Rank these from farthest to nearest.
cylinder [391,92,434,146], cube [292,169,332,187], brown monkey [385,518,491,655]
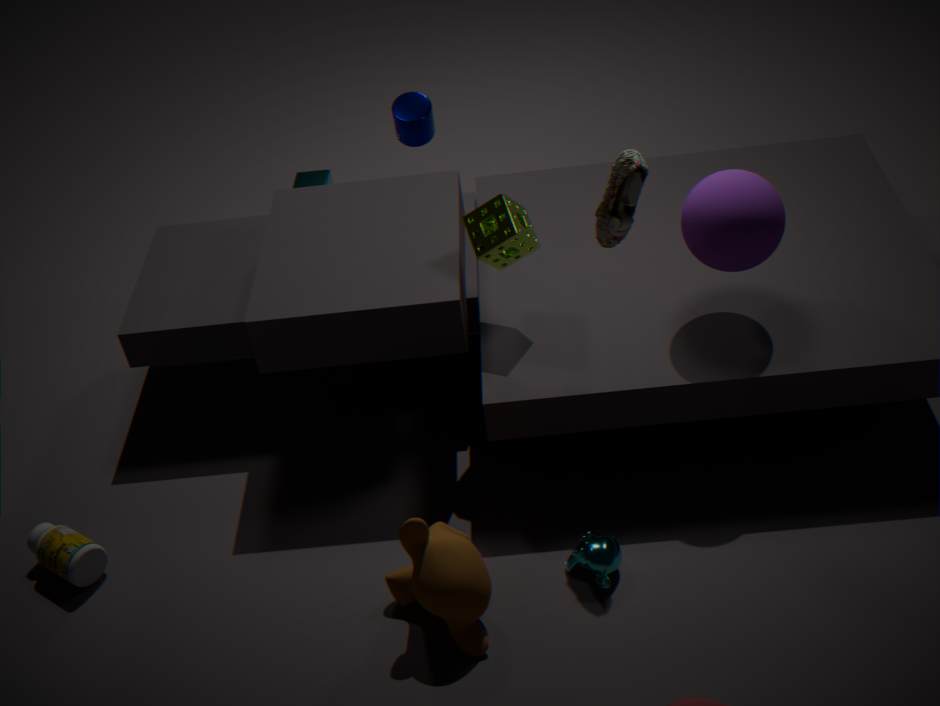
cube [292,169,332,187], cylinder [391,92,434,146], brown monkey [385,518,491,655]
